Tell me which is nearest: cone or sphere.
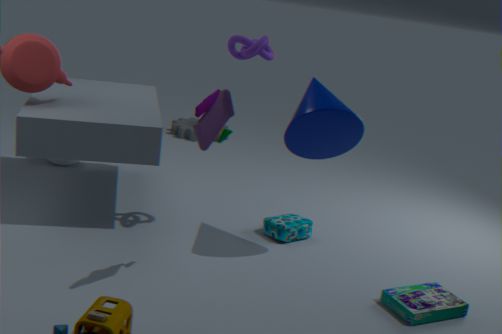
cone
